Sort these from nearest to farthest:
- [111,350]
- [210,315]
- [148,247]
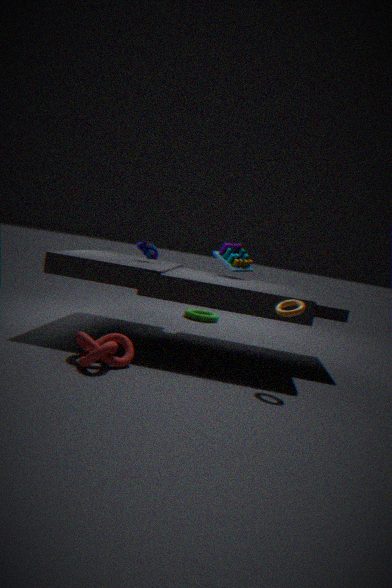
1. [111,350]
2. [148,247]
3. [210,315]
